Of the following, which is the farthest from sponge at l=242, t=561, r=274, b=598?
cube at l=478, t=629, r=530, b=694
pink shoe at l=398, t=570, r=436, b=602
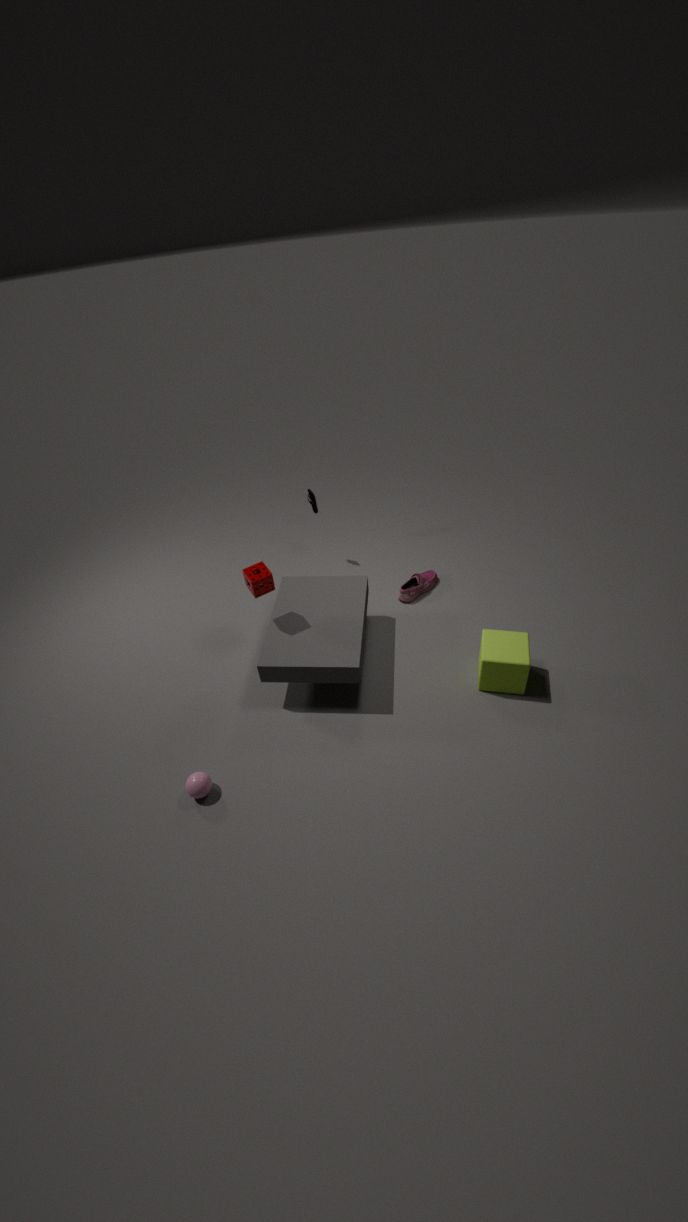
cube at l=478, t=629, r=530, b=694
